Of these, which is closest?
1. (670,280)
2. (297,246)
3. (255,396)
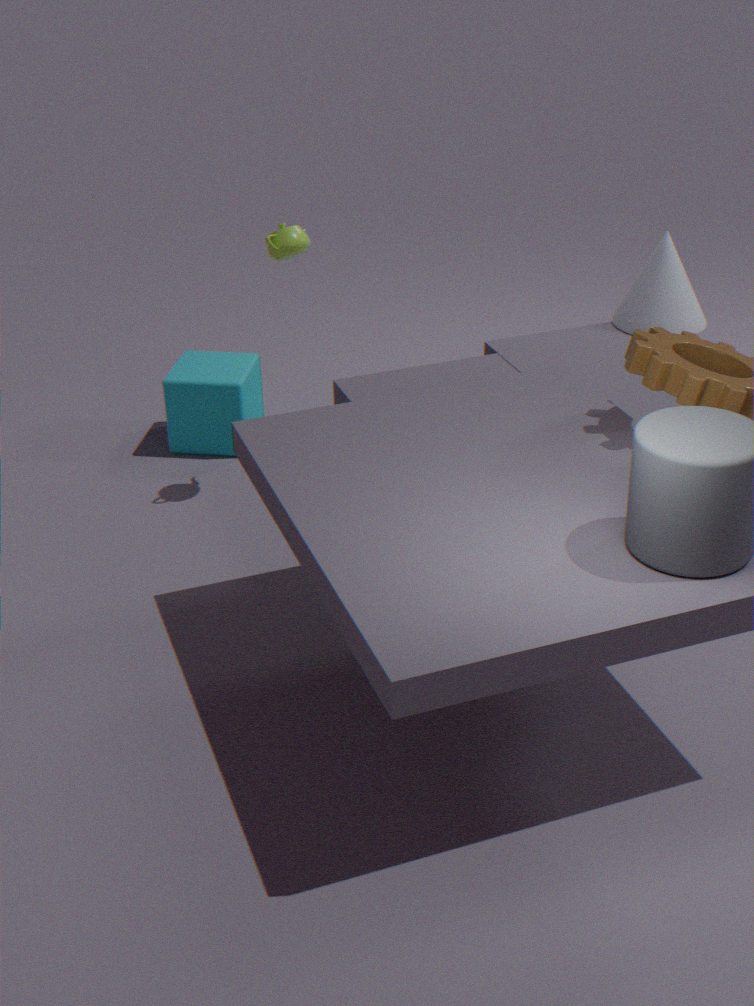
(297,246)
